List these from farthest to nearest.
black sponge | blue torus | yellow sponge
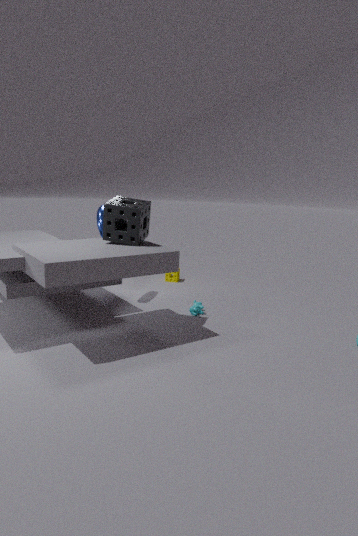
yellow sponge
blue torus
black sponge
